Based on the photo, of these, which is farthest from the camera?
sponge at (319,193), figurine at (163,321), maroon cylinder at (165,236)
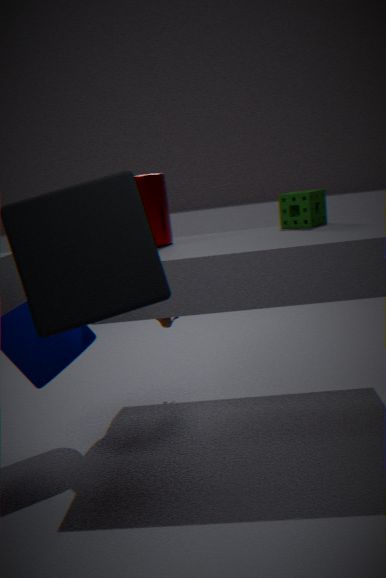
figurine at (163,321)
